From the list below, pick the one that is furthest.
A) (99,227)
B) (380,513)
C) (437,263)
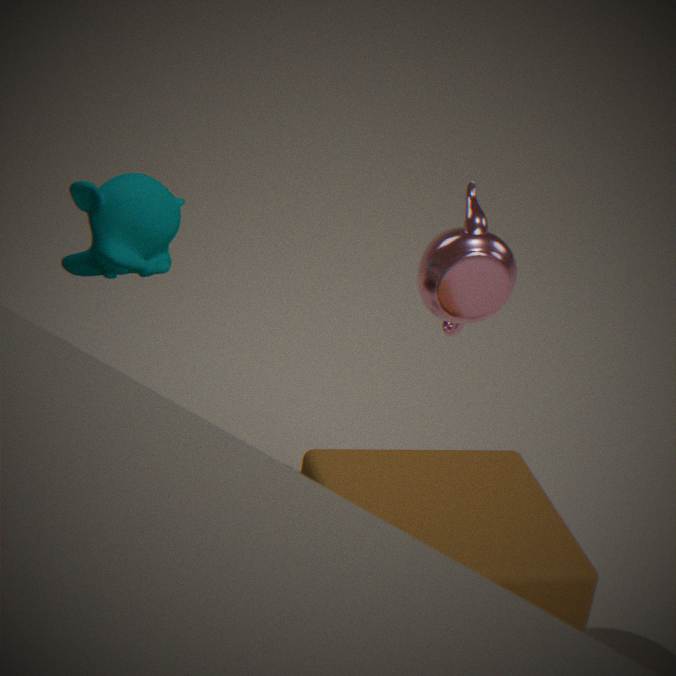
C. (437,263)
